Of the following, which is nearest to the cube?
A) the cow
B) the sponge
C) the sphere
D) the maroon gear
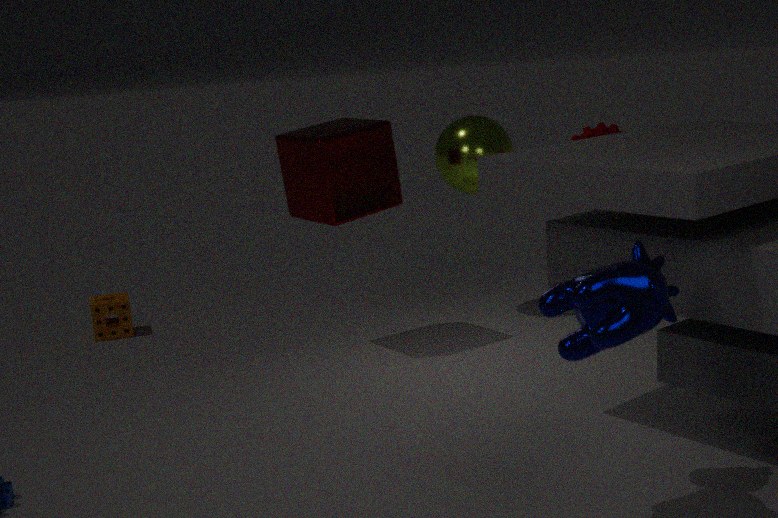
the sphere
